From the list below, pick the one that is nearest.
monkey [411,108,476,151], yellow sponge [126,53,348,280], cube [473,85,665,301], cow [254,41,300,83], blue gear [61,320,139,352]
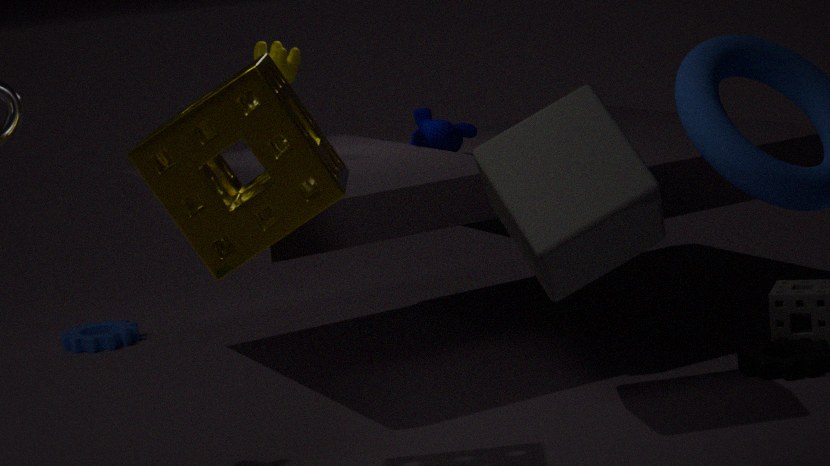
yellow sponge [126,53,348,280]
